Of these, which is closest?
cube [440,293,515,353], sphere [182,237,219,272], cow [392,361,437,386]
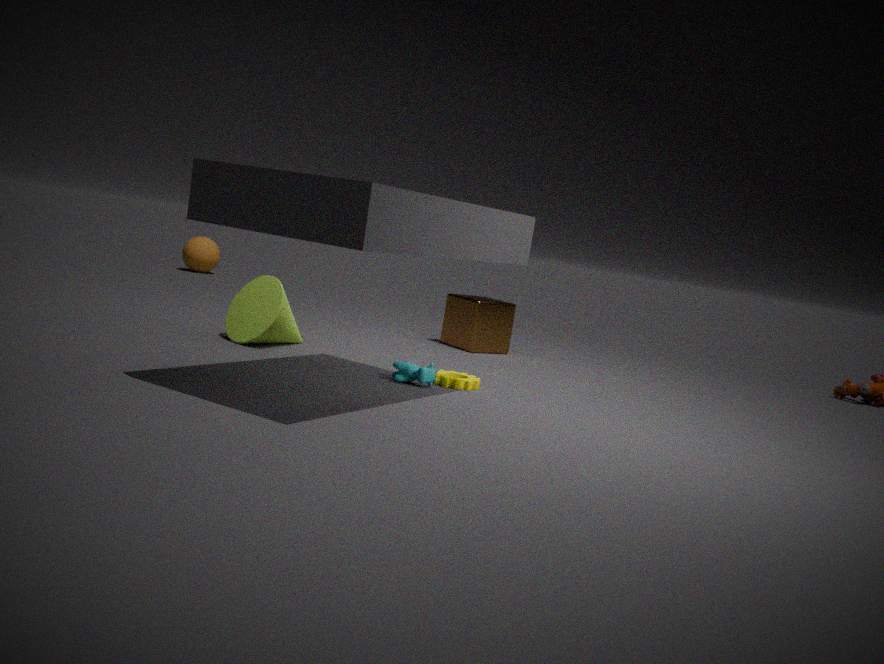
cow [392,361,437,386]
